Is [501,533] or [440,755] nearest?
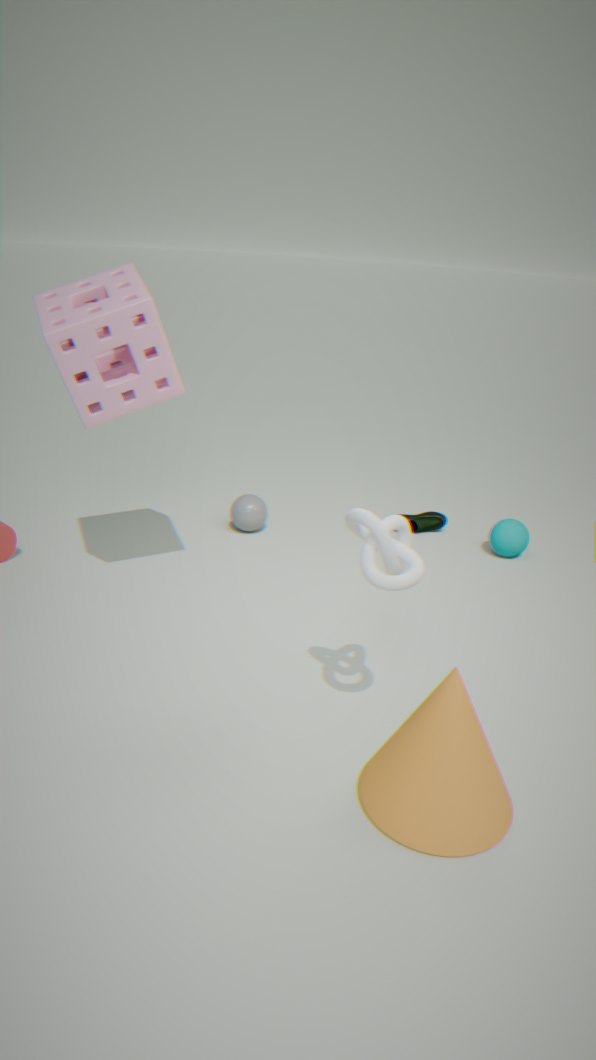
[440,755]
